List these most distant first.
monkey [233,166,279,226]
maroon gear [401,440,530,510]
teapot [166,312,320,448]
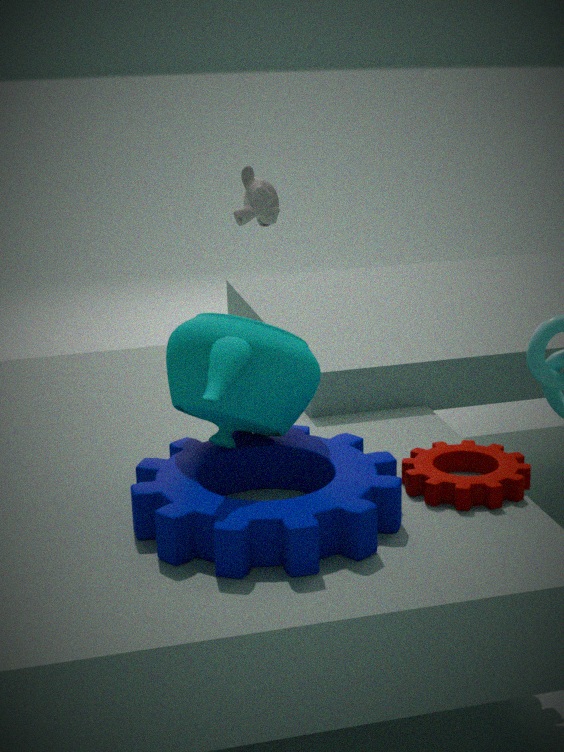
monkey [233,166,279,226] → maroon gear [401,440,530,510] → teapot [166,312,320,448]
